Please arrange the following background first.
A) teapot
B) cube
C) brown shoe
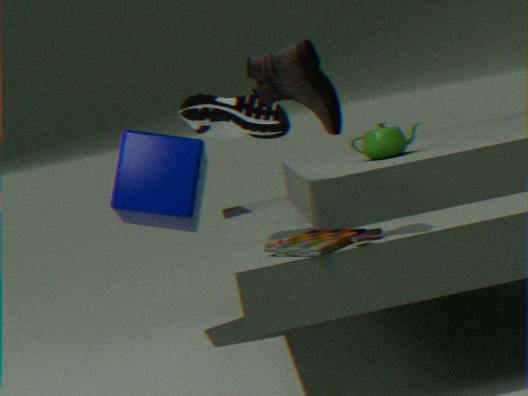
cube, teapot, brown shoe
